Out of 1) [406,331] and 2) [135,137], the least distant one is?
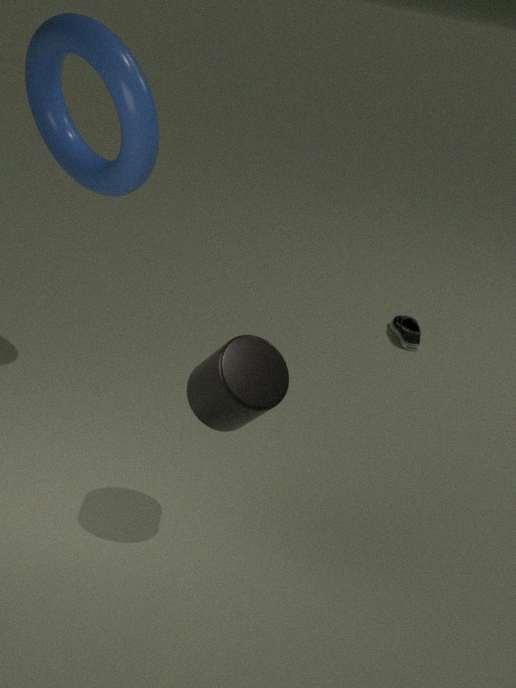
2. [135,137]
